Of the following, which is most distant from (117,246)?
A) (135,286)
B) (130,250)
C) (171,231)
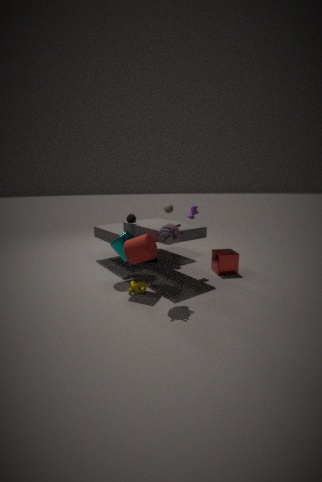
(171,231)
